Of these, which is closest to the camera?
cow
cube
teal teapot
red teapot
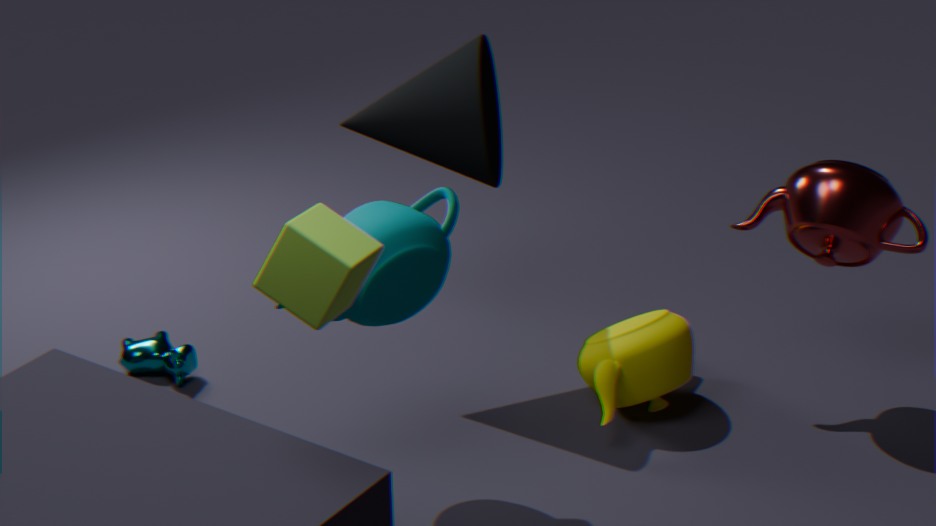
cube
